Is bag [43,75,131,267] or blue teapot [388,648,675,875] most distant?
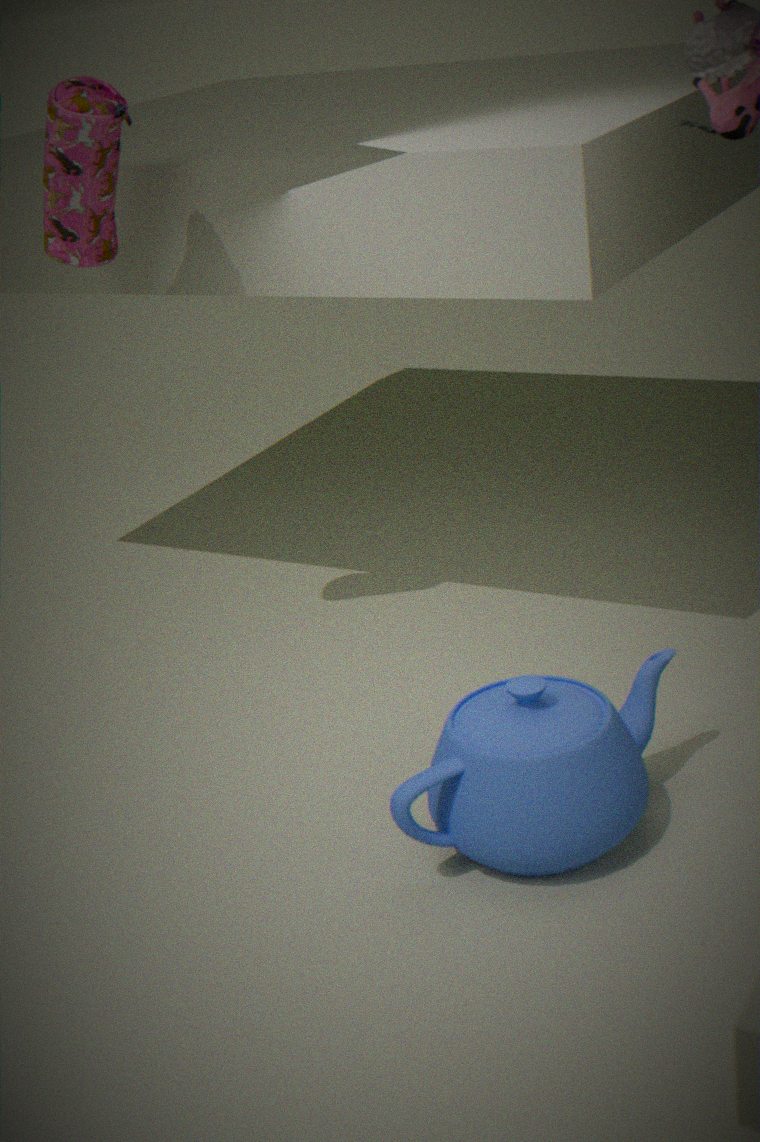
bag [43,75,131,267]
